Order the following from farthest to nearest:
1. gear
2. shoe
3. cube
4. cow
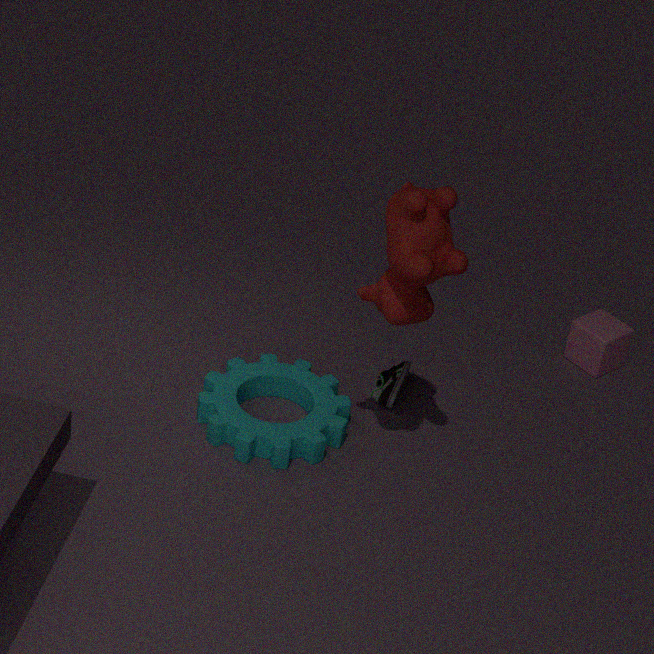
1. cube
2. shoe
3. gear
4. cow
